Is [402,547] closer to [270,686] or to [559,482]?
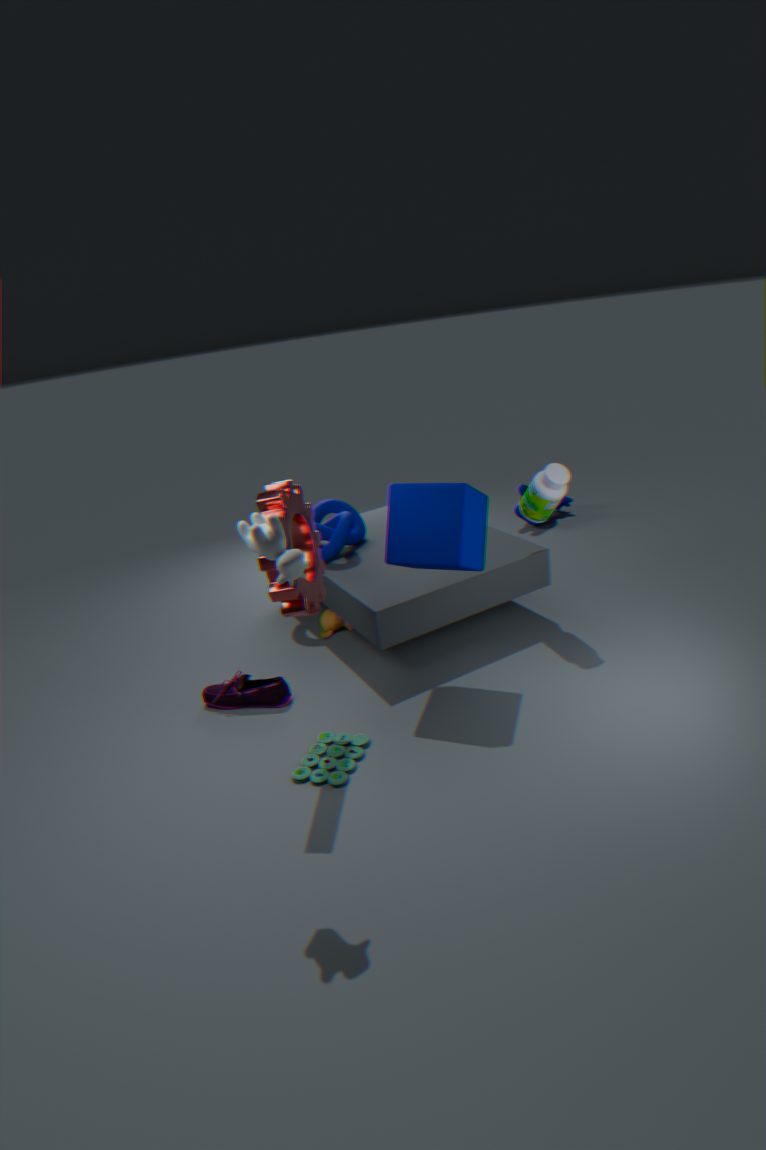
[559,482]
